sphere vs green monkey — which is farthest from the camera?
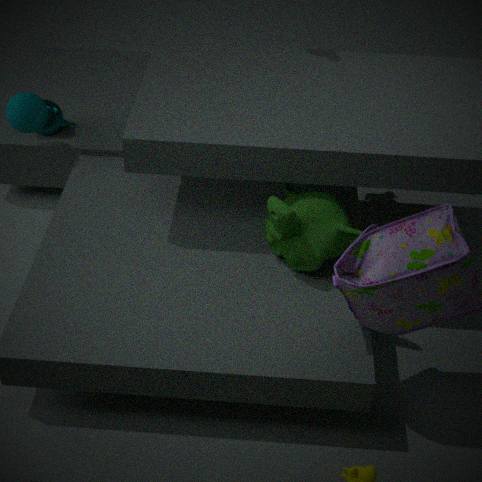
sphere
